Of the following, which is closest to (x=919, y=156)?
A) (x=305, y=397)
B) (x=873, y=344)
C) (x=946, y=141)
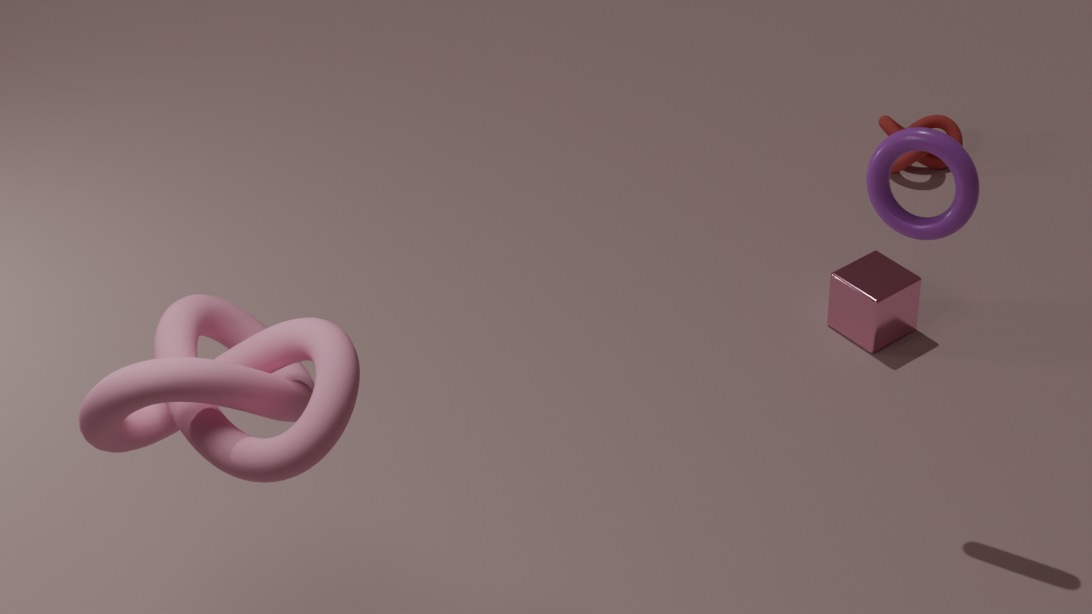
(x=873, y=344)
